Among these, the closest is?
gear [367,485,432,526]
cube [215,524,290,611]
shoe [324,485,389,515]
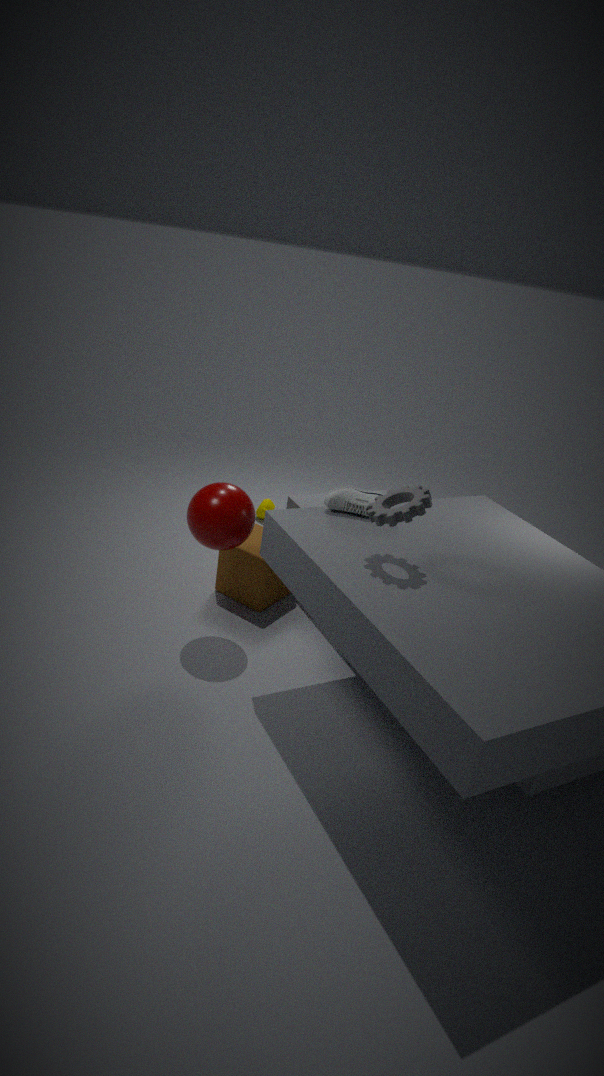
gear [367,485,432,526]
